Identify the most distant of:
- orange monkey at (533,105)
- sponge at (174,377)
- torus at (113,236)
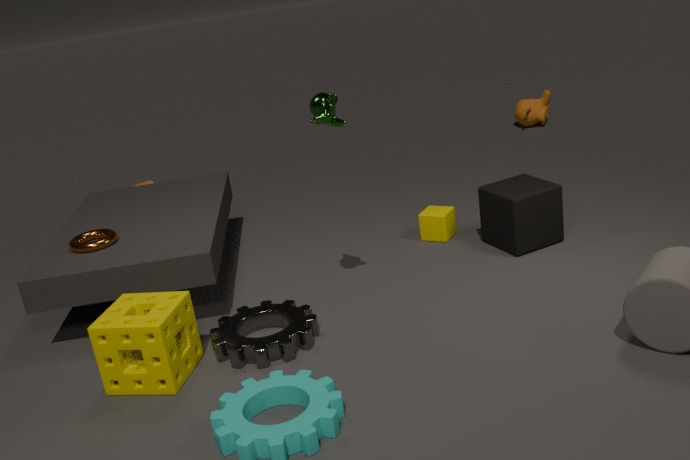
orange monkey at (533,105)
